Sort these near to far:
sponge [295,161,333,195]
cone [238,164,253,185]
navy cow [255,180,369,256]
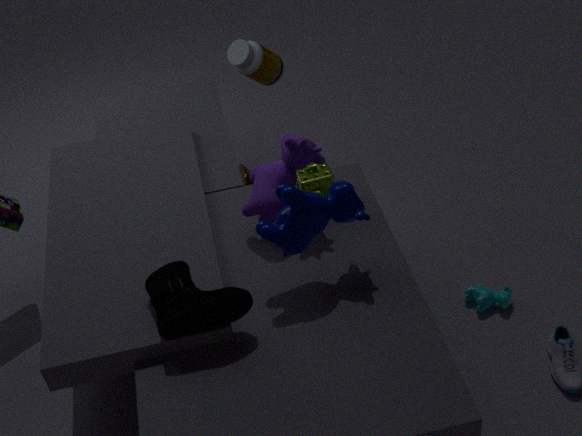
navy cow [255,180,369,256] → sponge [295,161,333,195] → cone [238,164,253,185]
